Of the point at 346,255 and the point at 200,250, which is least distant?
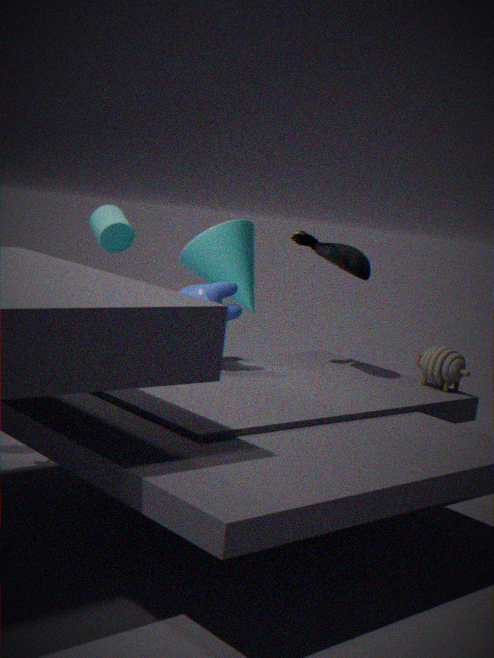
the point at 346,255
